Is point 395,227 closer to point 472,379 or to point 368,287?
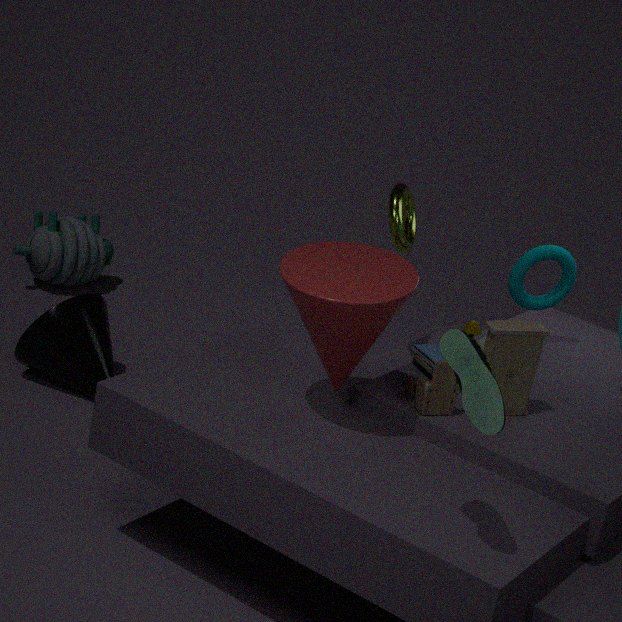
point 368,287
